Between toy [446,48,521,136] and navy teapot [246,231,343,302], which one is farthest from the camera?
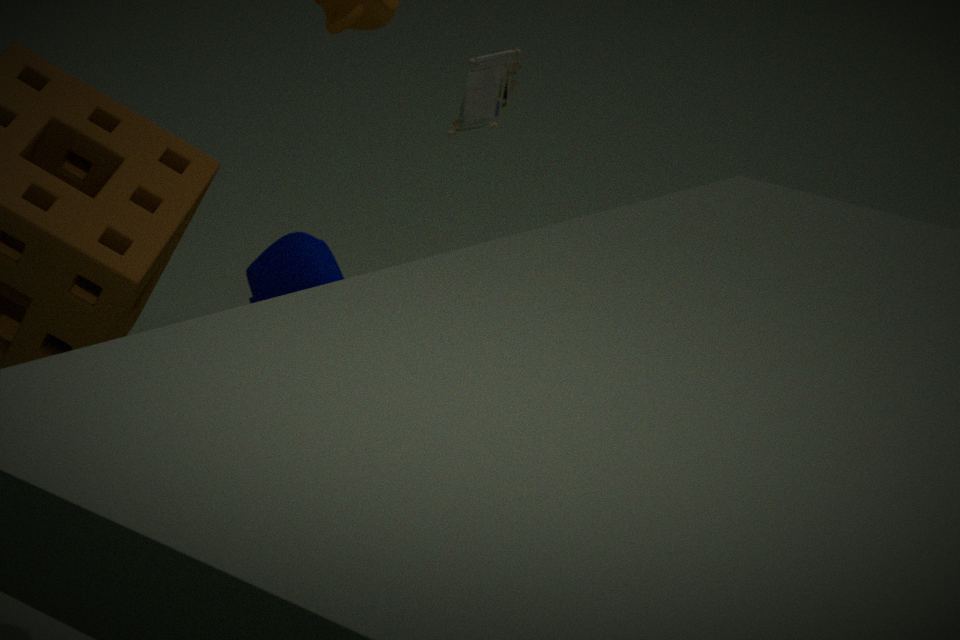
navy teapot [246,231,343,302]
